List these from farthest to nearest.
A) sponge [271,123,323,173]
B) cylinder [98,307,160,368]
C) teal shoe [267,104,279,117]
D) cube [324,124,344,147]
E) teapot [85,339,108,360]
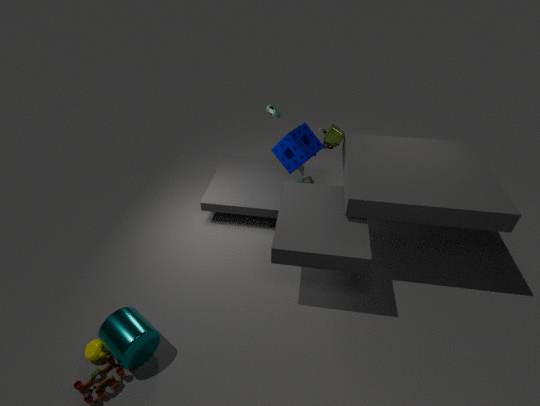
teal shoe [267,104,279,117] < cube [324,124,344,147] < sponge [271,123,323,173] < teapot [85,339,108,360] < cylinder [98,307,160,368]
